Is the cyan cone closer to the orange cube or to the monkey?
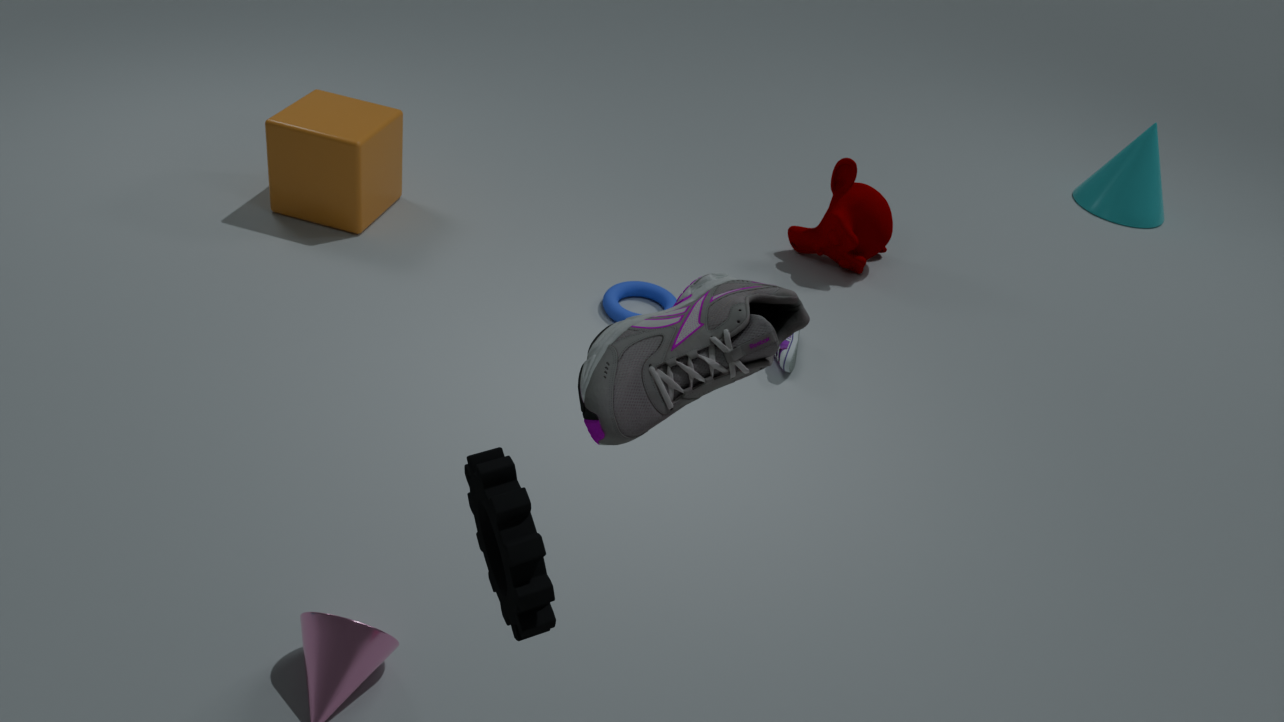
the monkey
